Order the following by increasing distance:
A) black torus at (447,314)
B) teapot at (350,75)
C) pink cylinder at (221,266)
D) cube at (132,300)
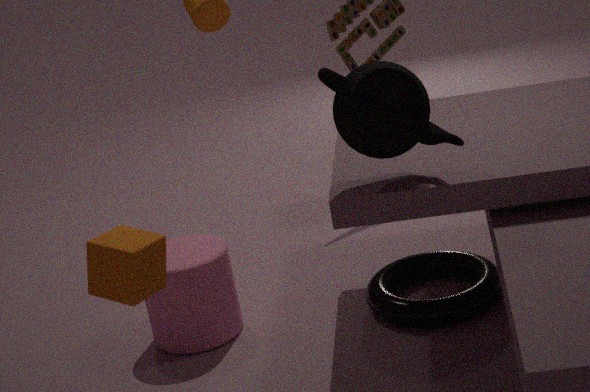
cube at (132,300)
teapot at (350,75)
black torus at (447,314)
pink cylinder at (221,266)
